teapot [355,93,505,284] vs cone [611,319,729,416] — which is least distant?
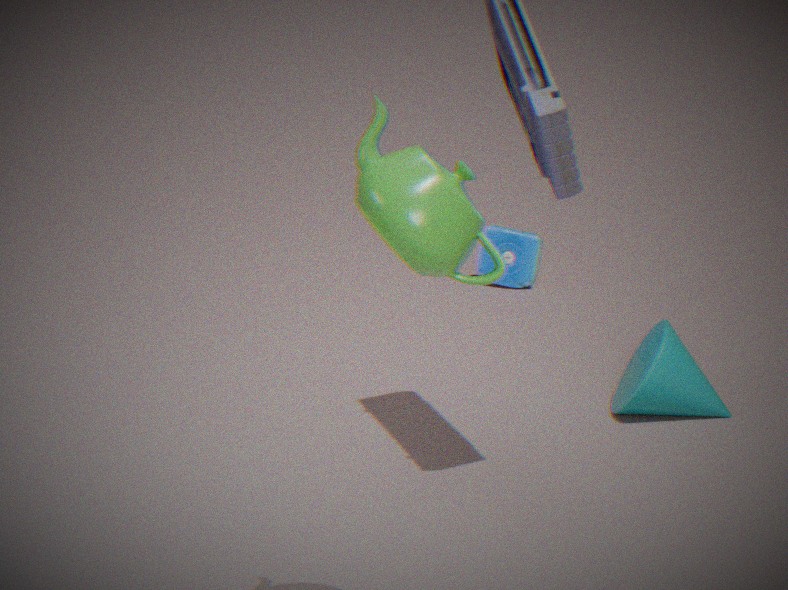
teapot [355,93,505,284]
